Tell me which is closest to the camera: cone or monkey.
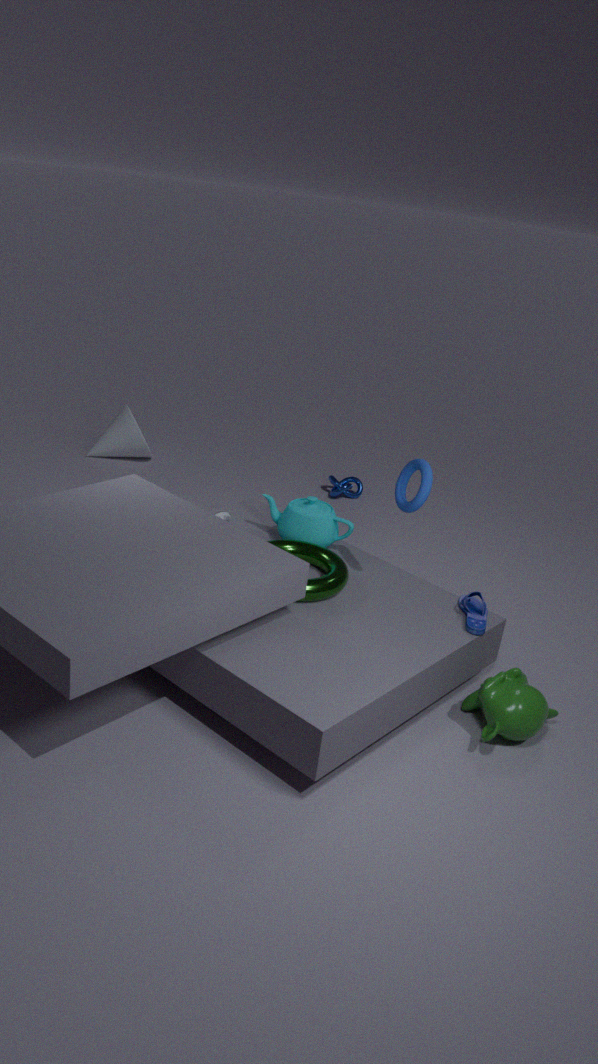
monkey
